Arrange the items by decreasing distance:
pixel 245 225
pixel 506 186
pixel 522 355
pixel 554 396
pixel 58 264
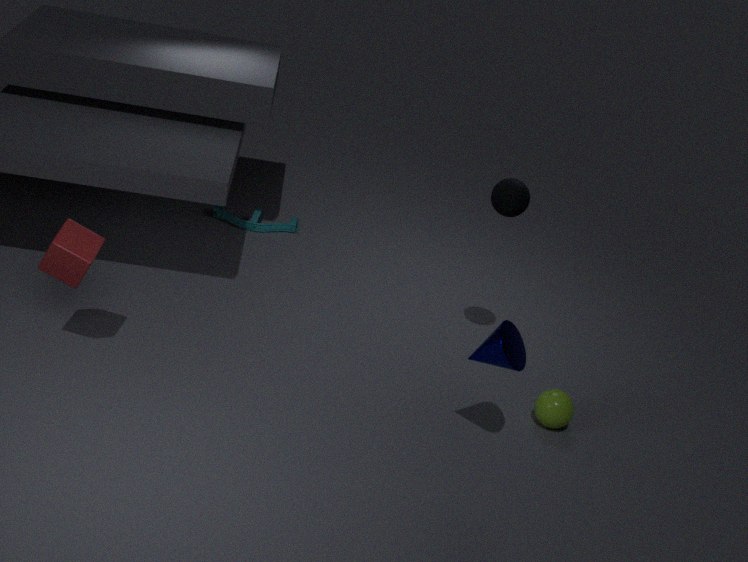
pixel 245 225 < pixel 506 186 < pixel 554 396 < pixel 58 264 < pixel 522 355
